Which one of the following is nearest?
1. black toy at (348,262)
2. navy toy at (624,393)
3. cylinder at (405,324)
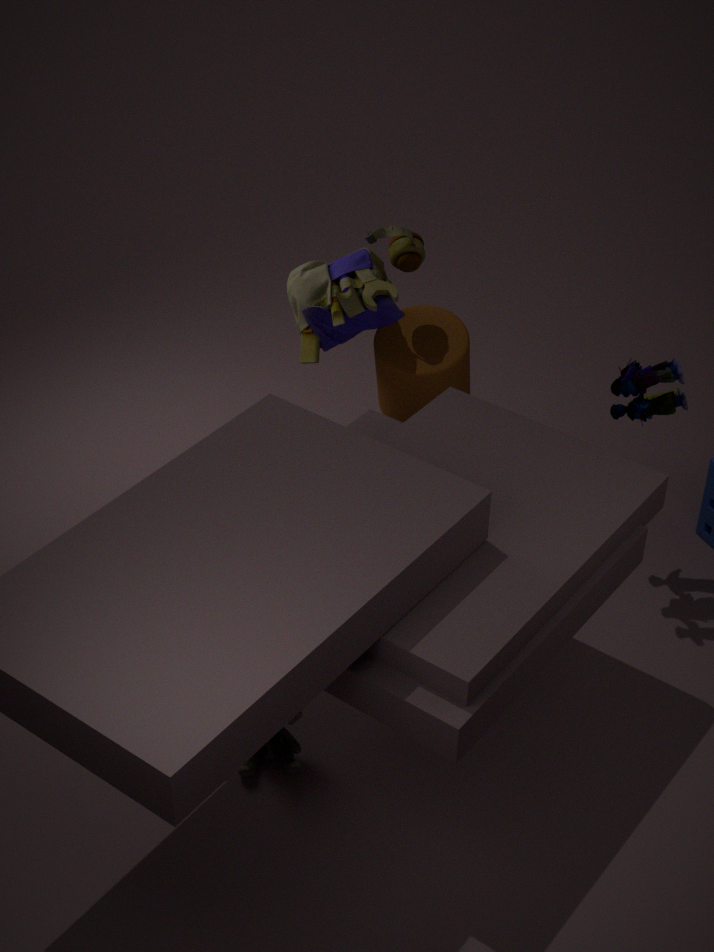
navy toy at (624,393)
